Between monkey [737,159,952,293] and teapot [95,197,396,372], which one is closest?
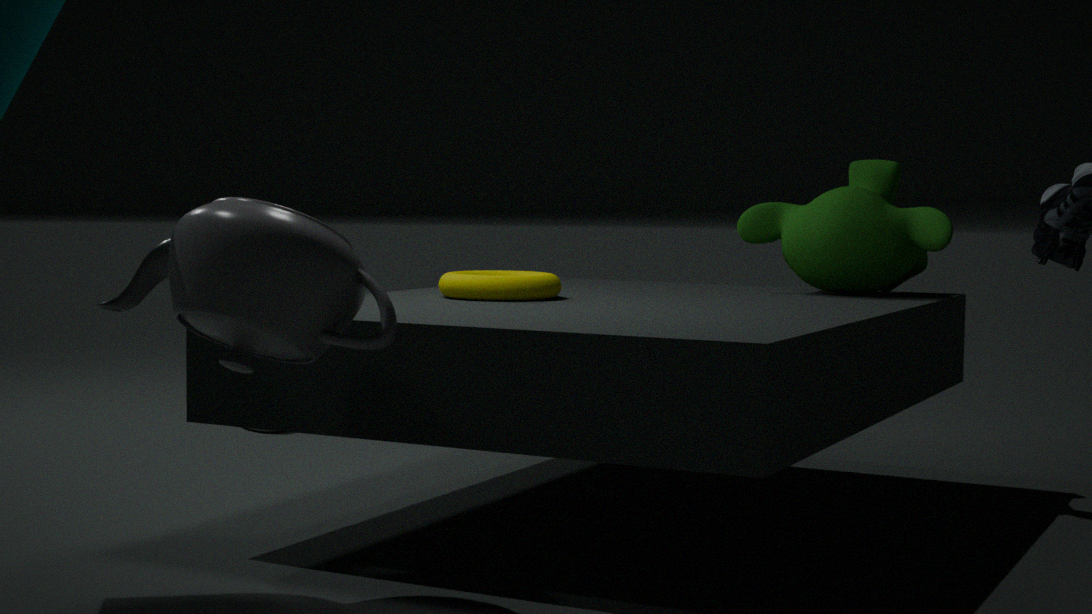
teapot [95,197,396,372]
